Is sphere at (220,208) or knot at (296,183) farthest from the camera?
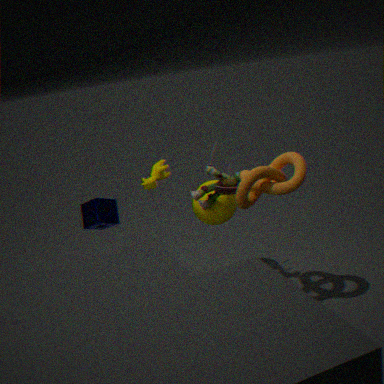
sphere at (220,208)
